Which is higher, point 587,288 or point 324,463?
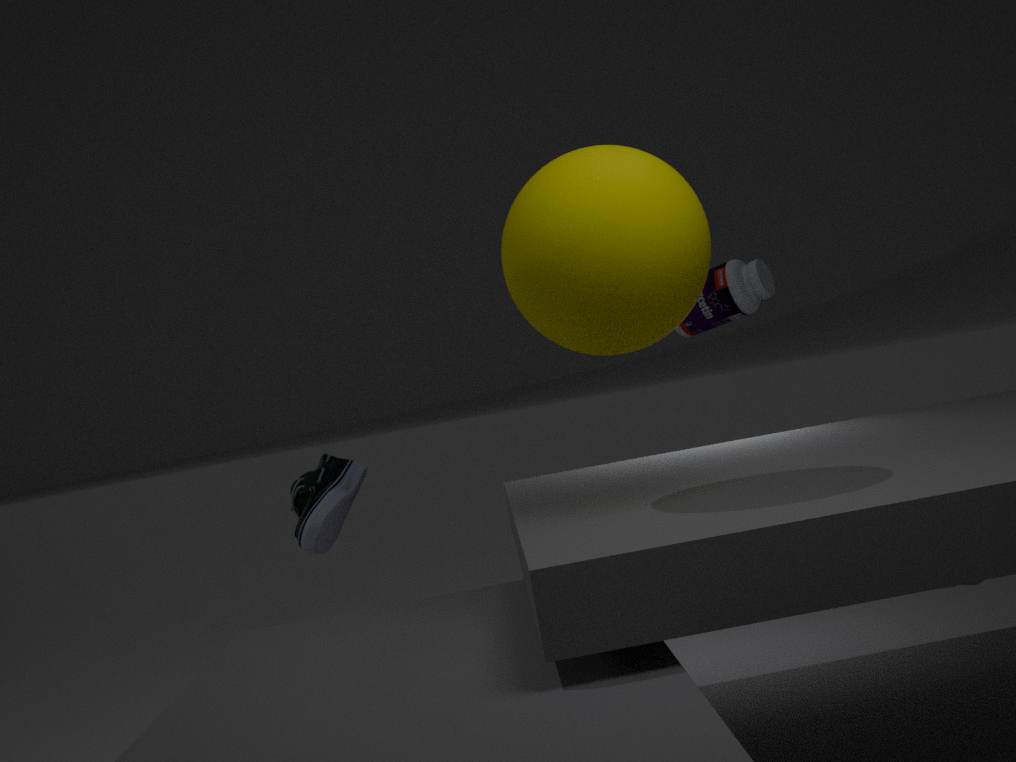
point 587,288
